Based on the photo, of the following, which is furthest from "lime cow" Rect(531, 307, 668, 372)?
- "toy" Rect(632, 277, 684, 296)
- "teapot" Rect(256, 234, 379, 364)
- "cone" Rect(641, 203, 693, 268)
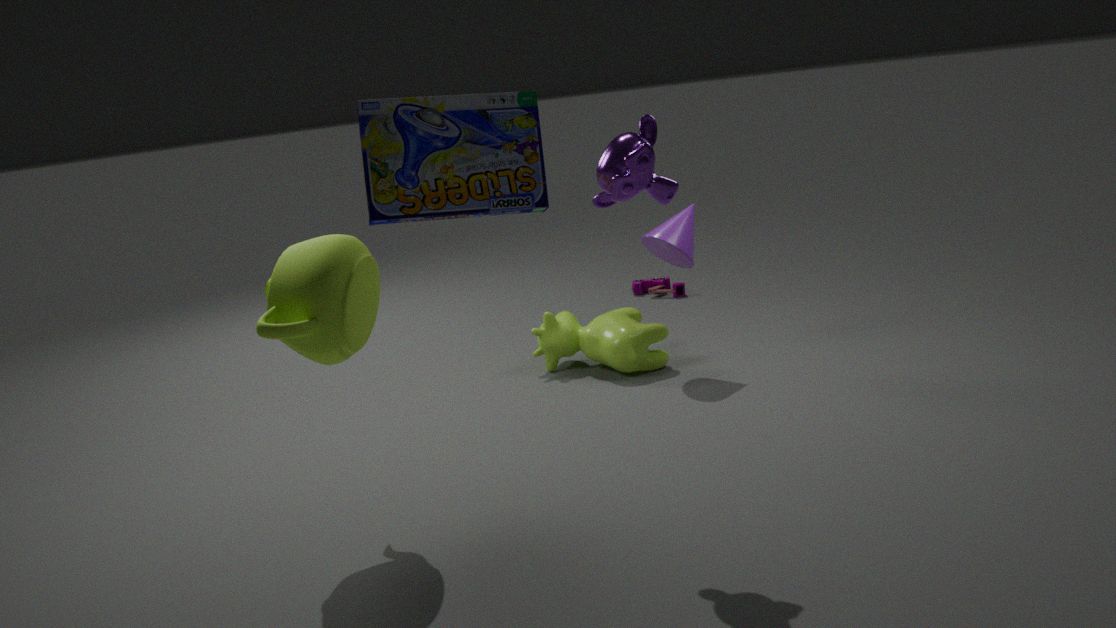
"teapot" Rect(256, 234, 379, 364)
